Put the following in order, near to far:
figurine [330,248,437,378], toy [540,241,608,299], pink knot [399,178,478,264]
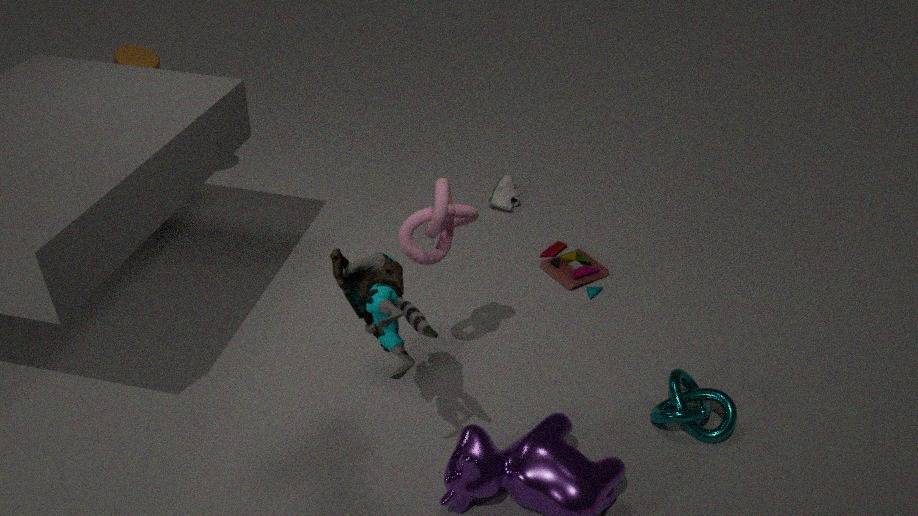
figurine [330,248,437,378], pink knot [399,178,478,264], toy [540,241,608,299]
